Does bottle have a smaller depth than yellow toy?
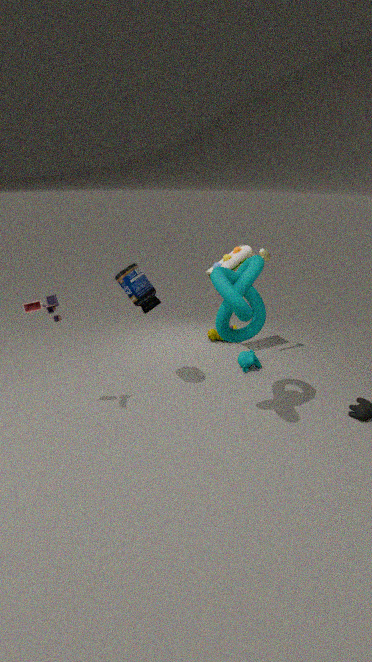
Yes
